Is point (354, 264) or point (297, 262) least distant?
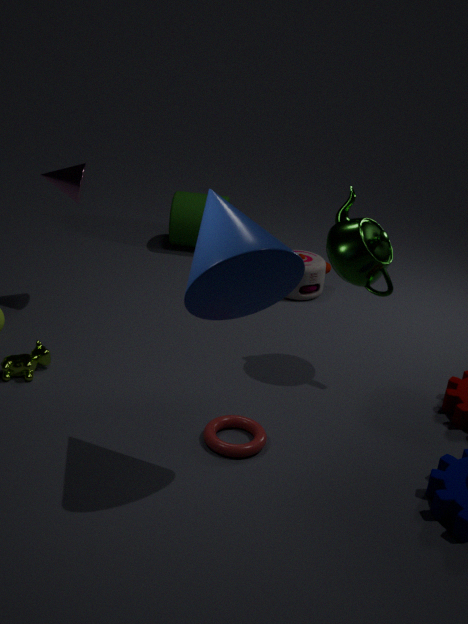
point (297, 262)
